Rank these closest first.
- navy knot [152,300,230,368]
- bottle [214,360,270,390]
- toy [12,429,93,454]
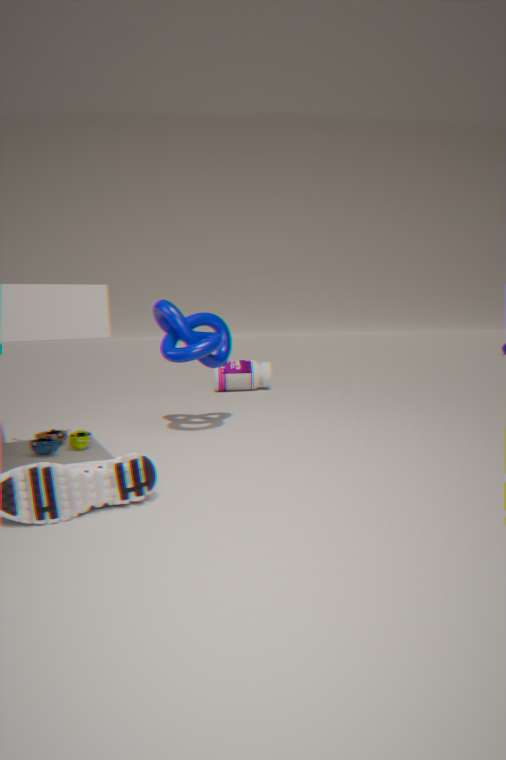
toy [12,429,93,454] < navy knot [152,300,230,368] < bottle [214,360,270,390]
